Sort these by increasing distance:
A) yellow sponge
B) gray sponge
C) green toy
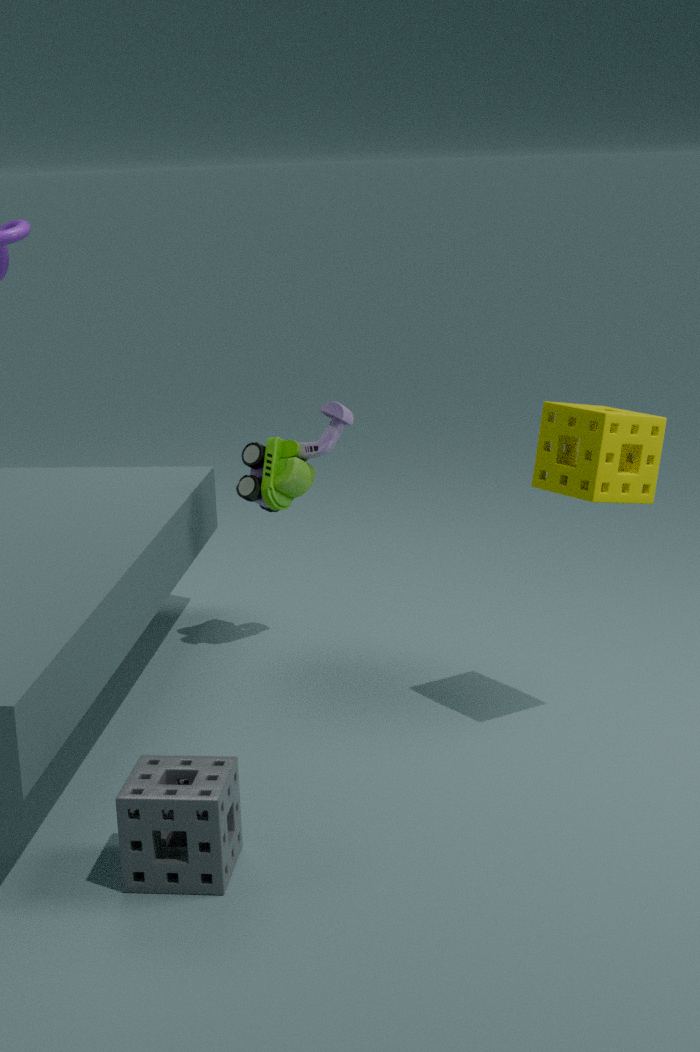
gray sponge, yellow sponge, green toy
